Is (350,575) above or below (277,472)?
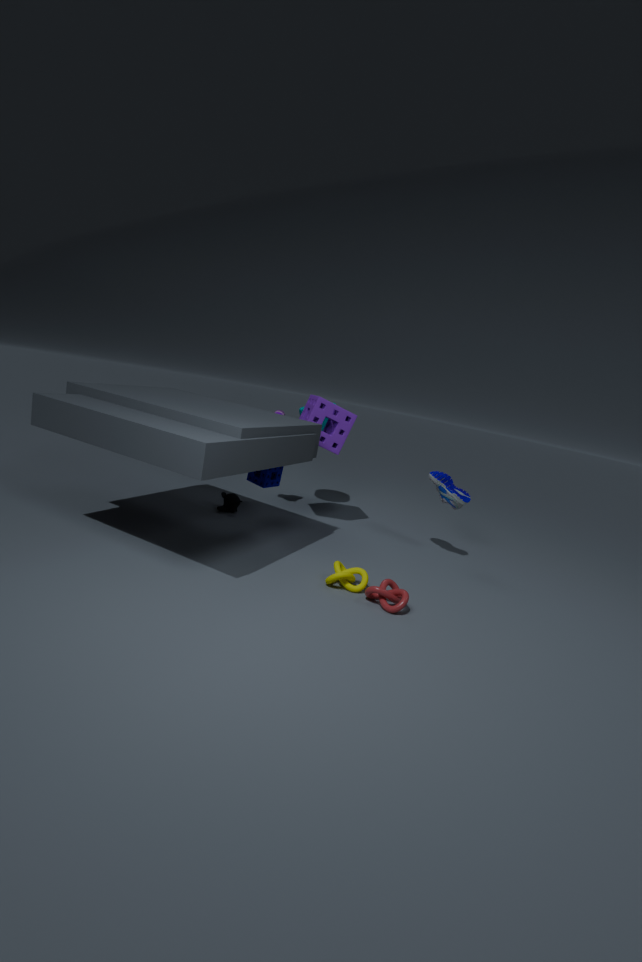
below
